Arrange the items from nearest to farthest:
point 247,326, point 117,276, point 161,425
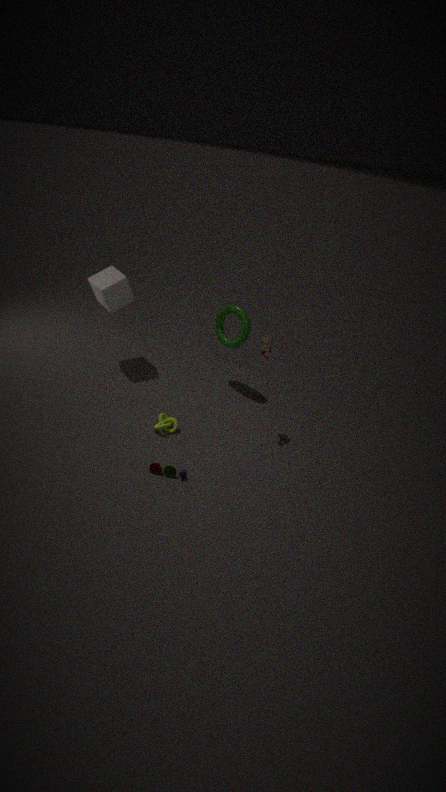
point 161,425, point 247,326, point 117,276
